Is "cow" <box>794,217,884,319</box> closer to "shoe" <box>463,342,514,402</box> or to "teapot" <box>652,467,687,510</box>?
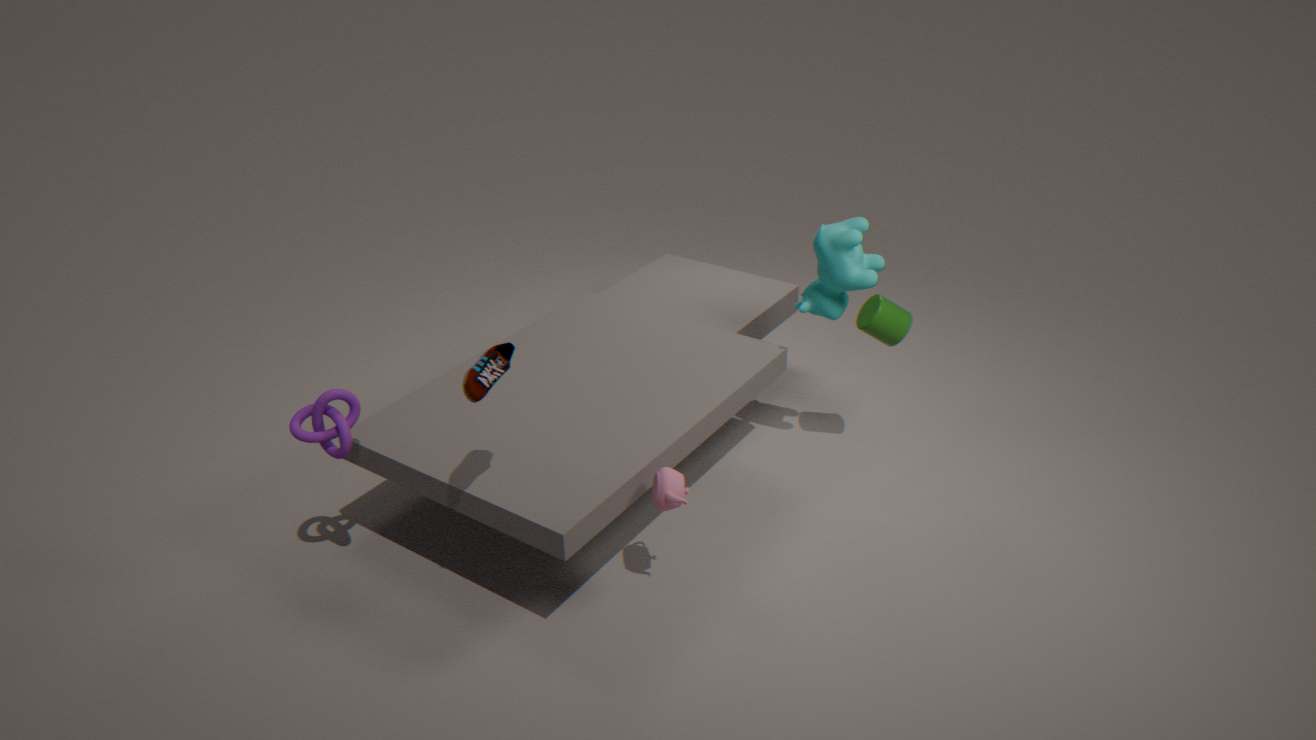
"teapot" <box>652,467,687,510</box>
